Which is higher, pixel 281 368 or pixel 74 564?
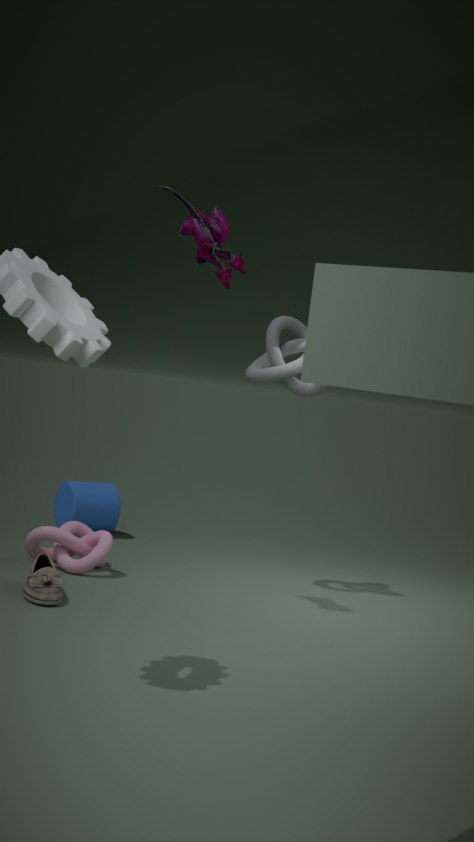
pixel 281 368
